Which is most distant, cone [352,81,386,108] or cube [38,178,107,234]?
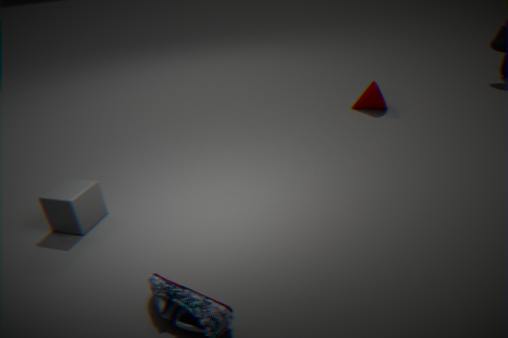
cone [352,81,386,108]
